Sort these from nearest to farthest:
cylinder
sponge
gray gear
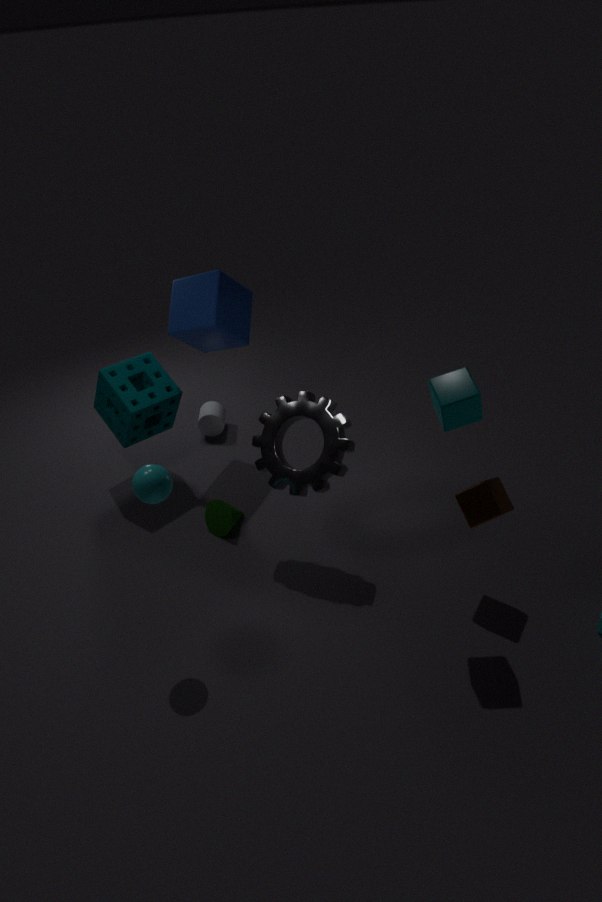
gray gear, sponge, cylinder
